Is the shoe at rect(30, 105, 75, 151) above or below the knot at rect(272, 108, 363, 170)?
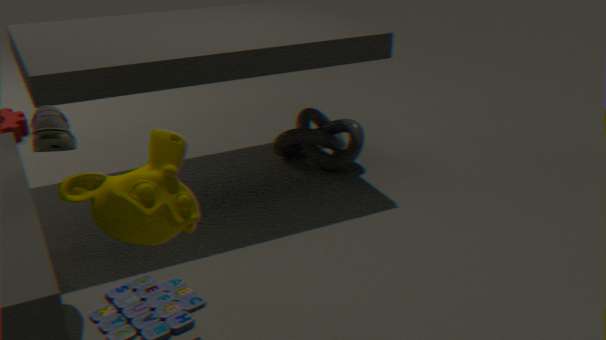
above
